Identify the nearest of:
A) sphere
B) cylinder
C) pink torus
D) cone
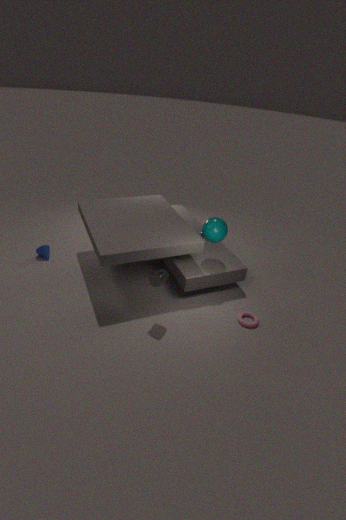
cylinder
